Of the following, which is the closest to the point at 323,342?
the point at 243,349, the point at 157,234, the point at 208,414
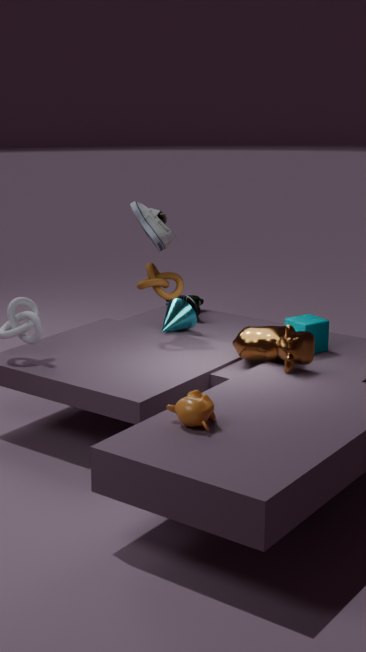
the point at 243,349
